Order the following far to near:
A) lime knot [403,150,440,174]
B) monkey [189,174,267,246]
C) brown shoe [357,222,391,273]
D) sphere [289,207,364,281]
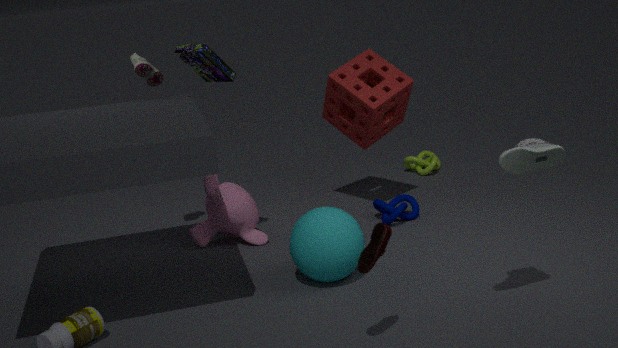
1. lime knot [403,150,440,174]
2. monkey [189,174,267,246]
3. sphere [289,207,364,281]
4. brown shoe [357,222,391,273]
